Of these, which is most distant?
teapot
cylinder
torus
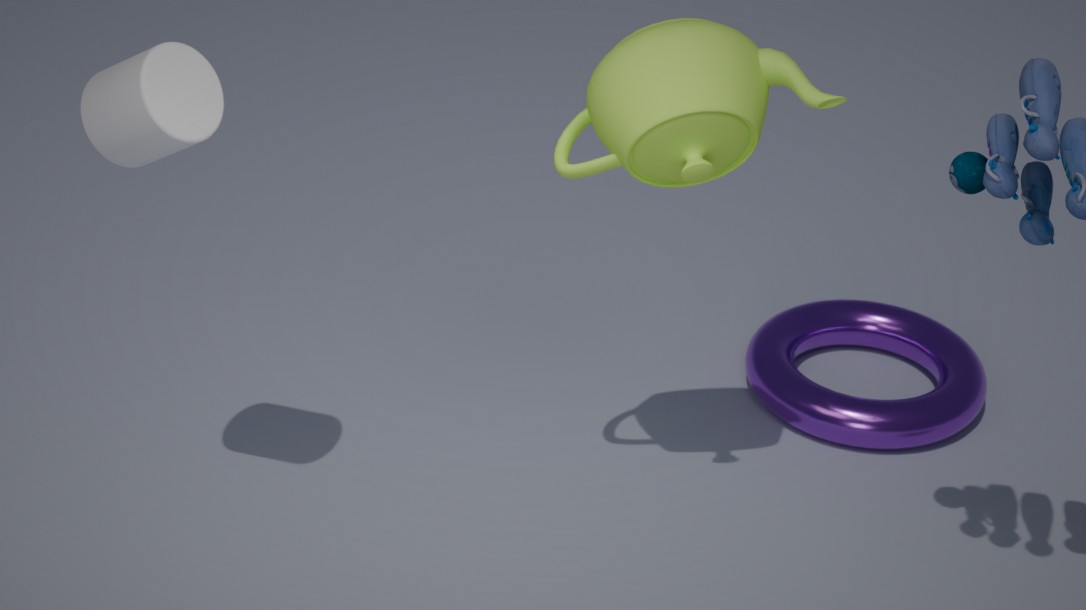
torus
